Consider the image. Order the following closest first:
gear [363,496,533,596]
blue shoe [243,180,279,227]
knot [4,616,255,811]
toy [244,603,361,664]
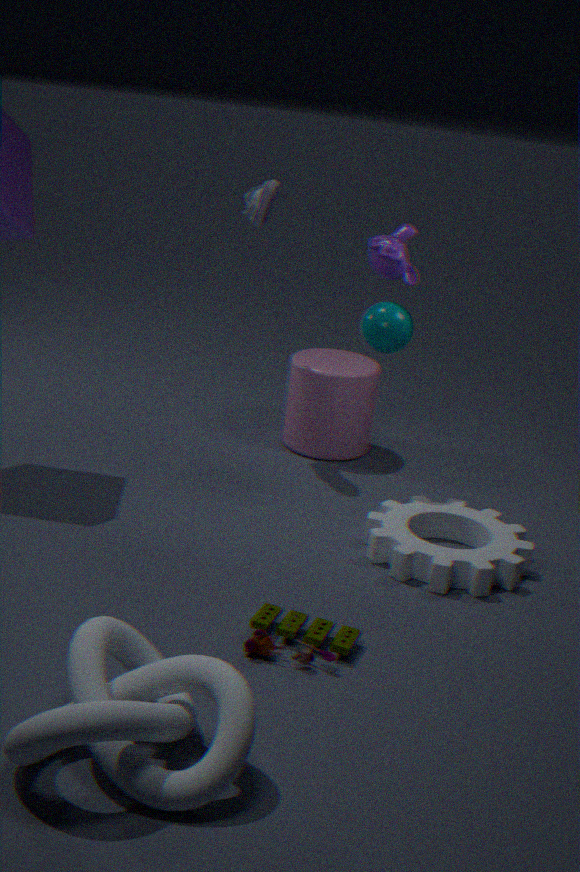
knot [4,616,255,811] → toy [244,603,361,664] → gear [363,496,533,596] → blue shoe [243,180,279,227]
